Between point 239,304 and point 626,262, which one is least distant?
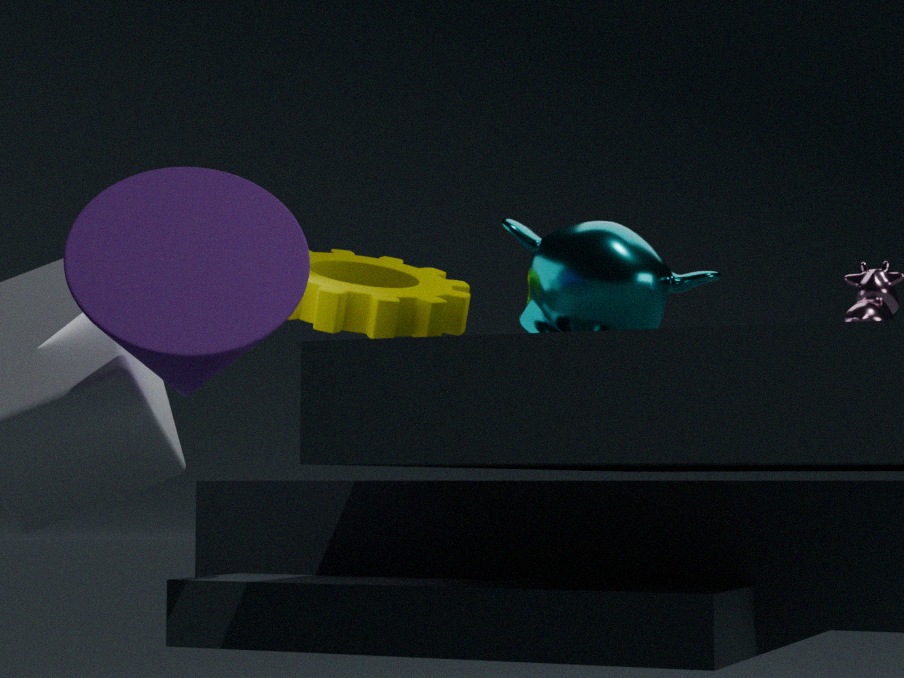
point 239,304
